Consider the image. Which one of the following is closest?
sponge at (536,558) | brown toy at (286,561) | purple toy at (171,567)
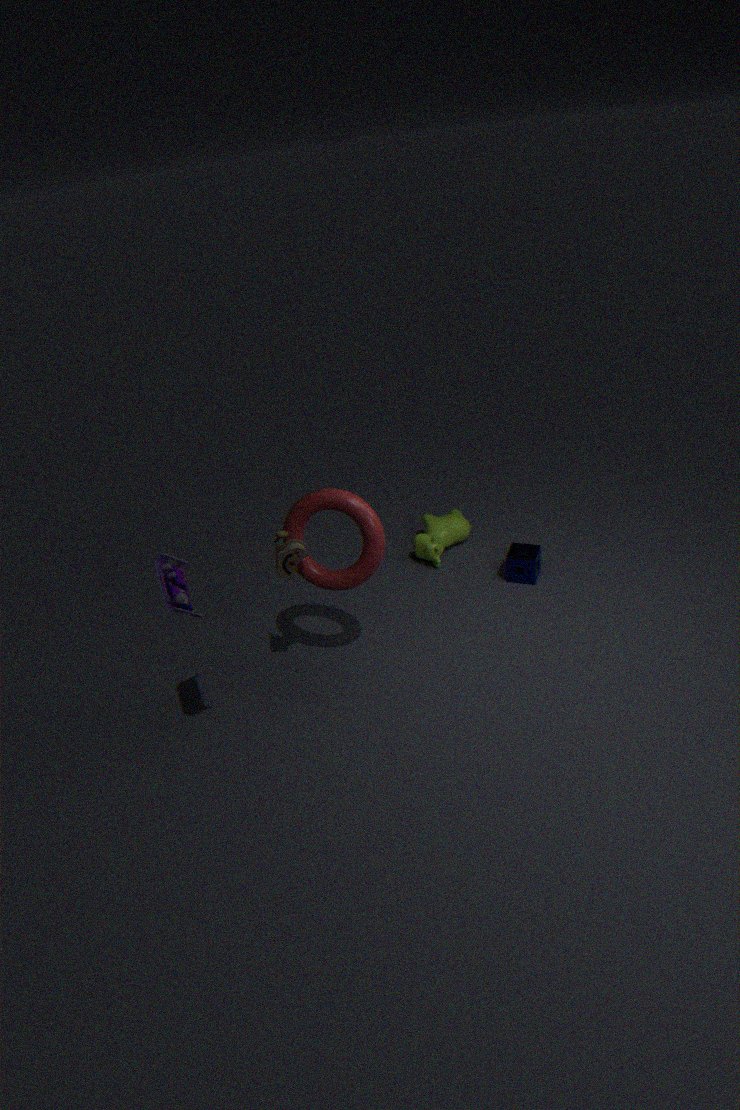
purple toy at (171,567)
